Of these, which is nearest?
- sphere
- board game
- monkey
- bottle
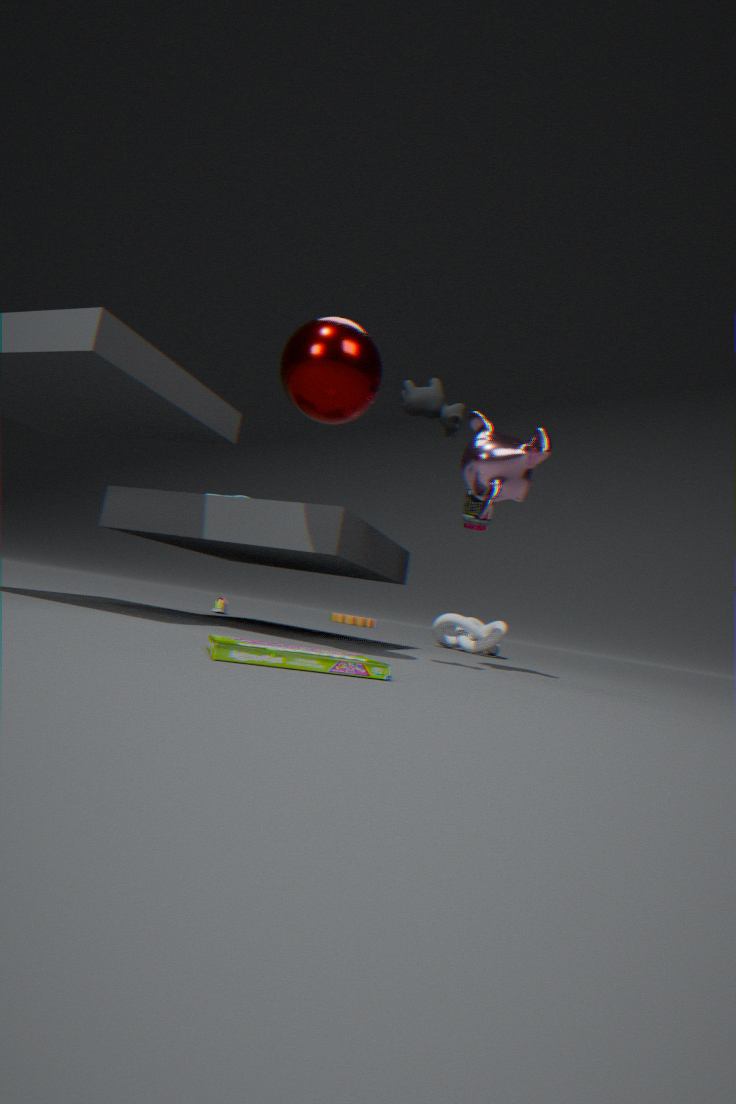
board game
